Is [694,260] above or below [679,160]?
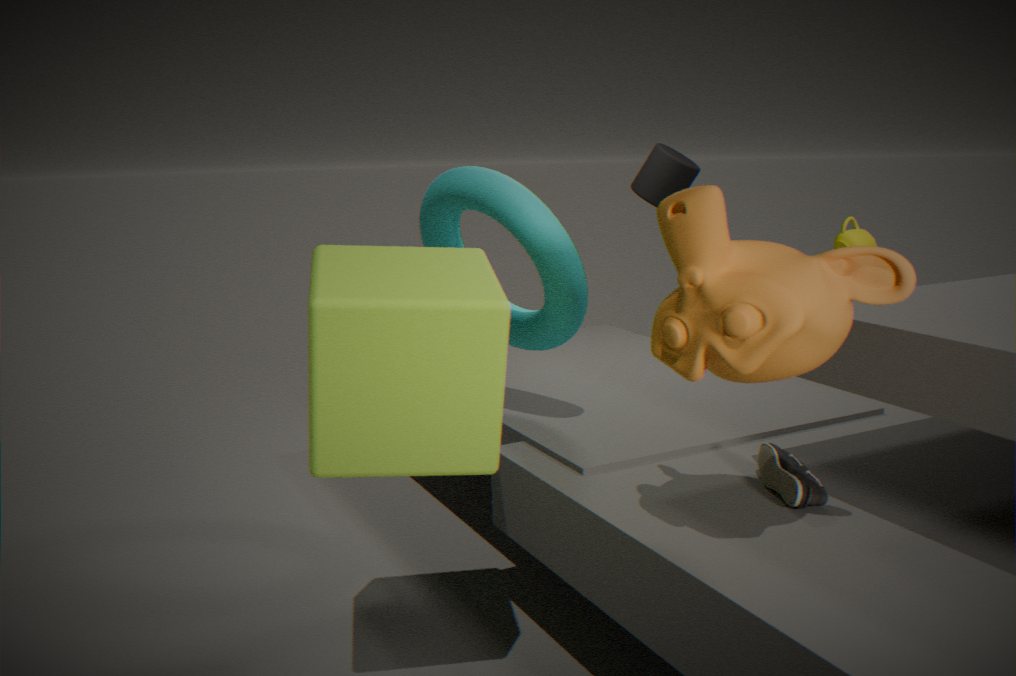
below
